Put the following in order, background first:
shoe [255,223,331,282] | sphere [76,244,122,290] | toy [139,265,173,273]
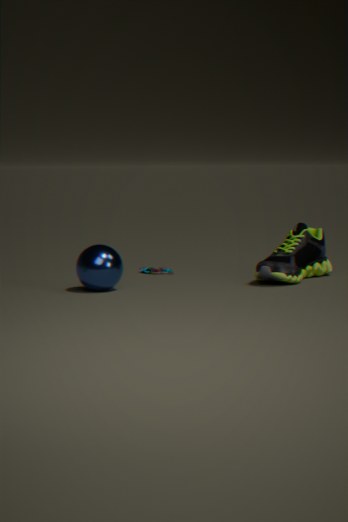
toy [139,265,173,273] → shoe [255,223,331,282] → sphere [76,244,122,290]
